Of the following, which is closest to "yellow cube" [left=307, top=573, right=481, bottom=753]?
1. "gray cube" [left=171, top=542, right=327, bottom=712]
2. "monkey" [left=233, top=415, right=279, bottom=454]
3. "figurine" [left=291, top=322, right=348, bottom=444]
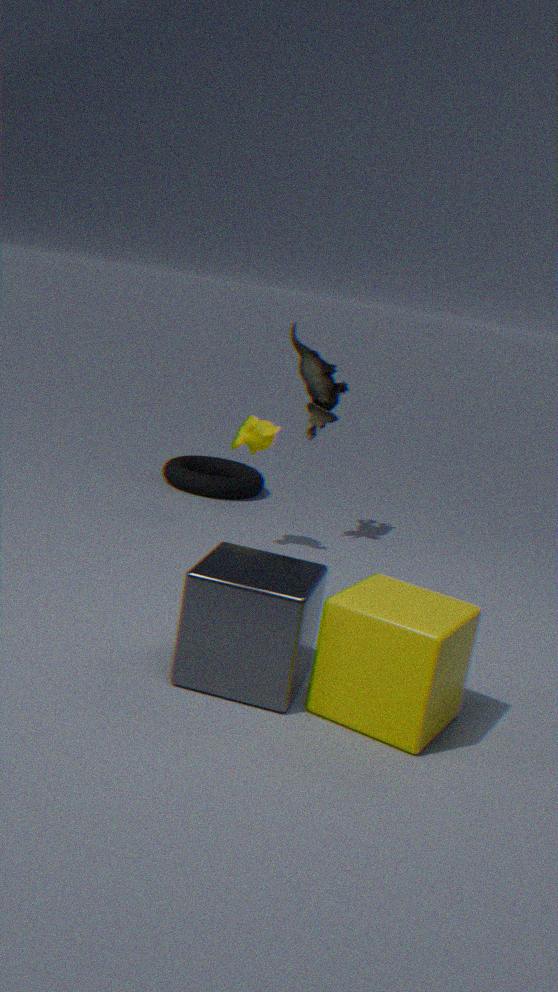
"gray cube" [left=171, top=542, right=327, bottom=712]
